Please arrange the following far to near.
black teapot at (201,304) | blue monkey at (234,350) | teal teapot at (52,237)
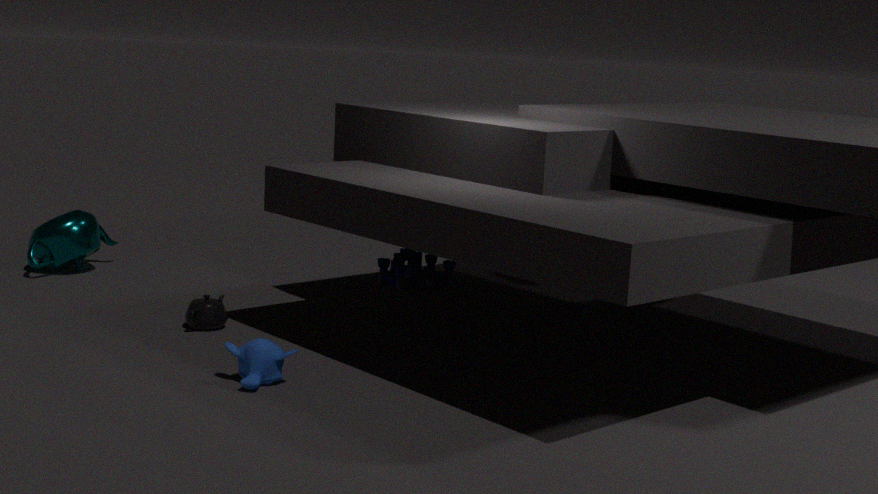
1. teal teapot at (52,237)
2. black teapot at (201,304)
3. blue monkey at (234,350)
